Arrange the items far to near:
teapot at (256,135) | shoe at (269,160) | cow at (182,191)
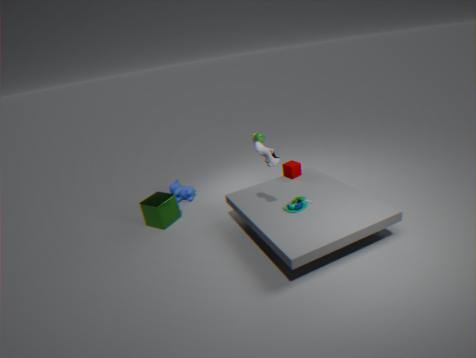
cow at (182,191)
teapot at (256,135)
shoe at (269,160)
